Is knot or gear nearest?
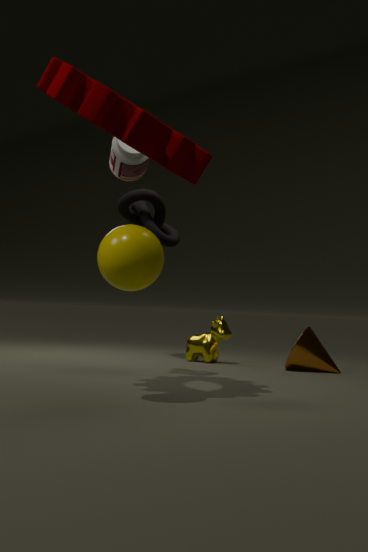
gear
